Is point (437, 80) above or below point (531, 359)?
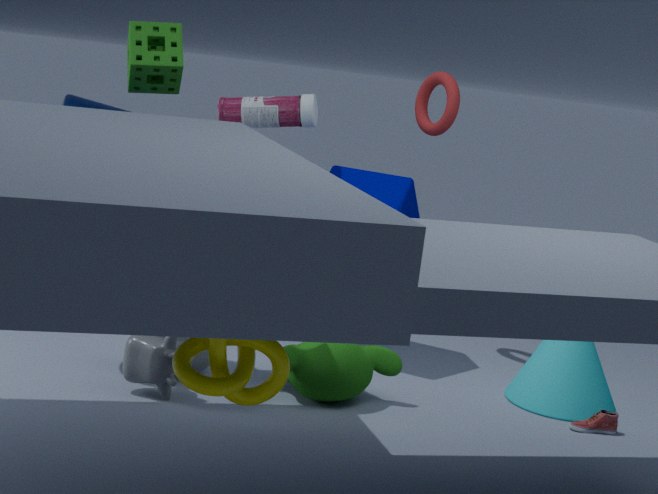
above
